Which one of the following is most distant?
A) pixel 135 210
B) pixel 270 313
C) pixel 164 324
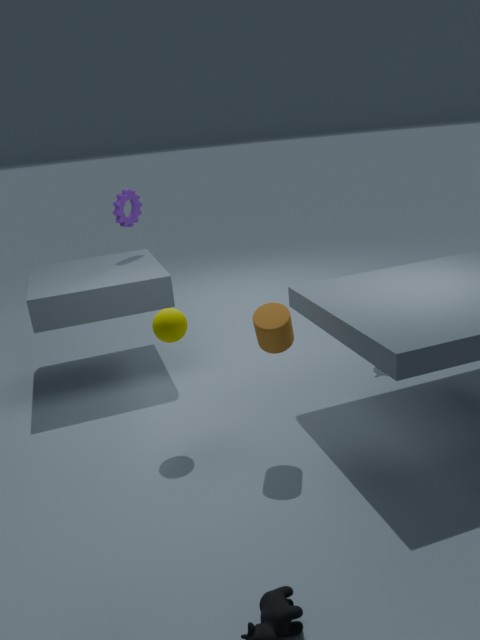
pixel 135 210
